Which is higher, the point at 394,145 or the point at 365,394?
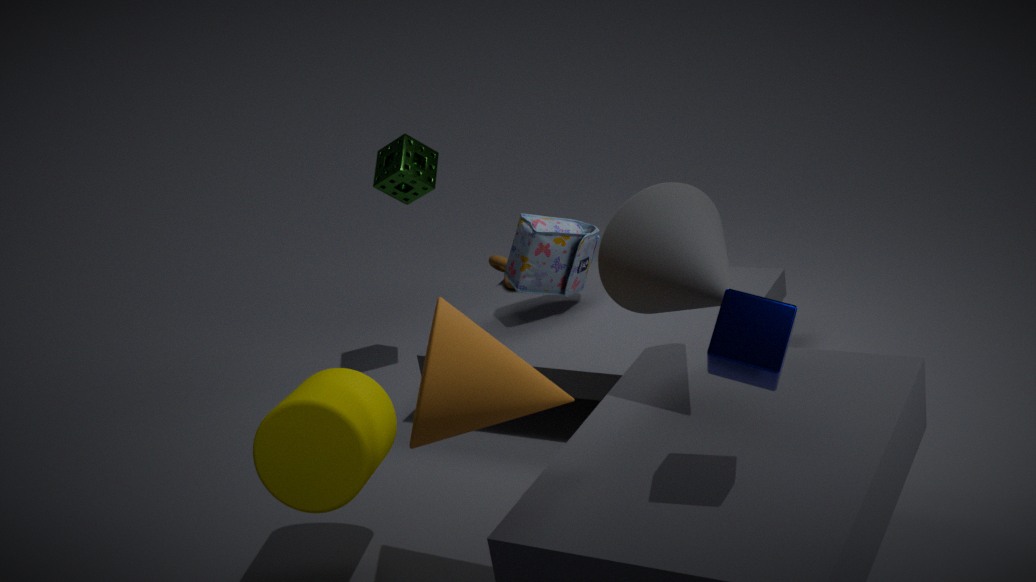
the point at 394,145
